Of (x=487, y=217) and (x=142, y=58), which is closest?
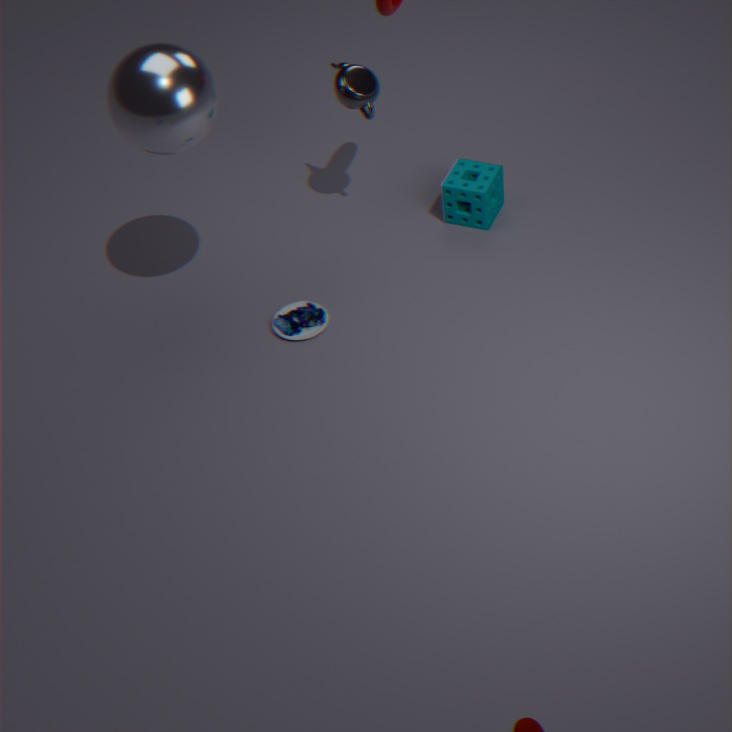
(x=142, y=58)
